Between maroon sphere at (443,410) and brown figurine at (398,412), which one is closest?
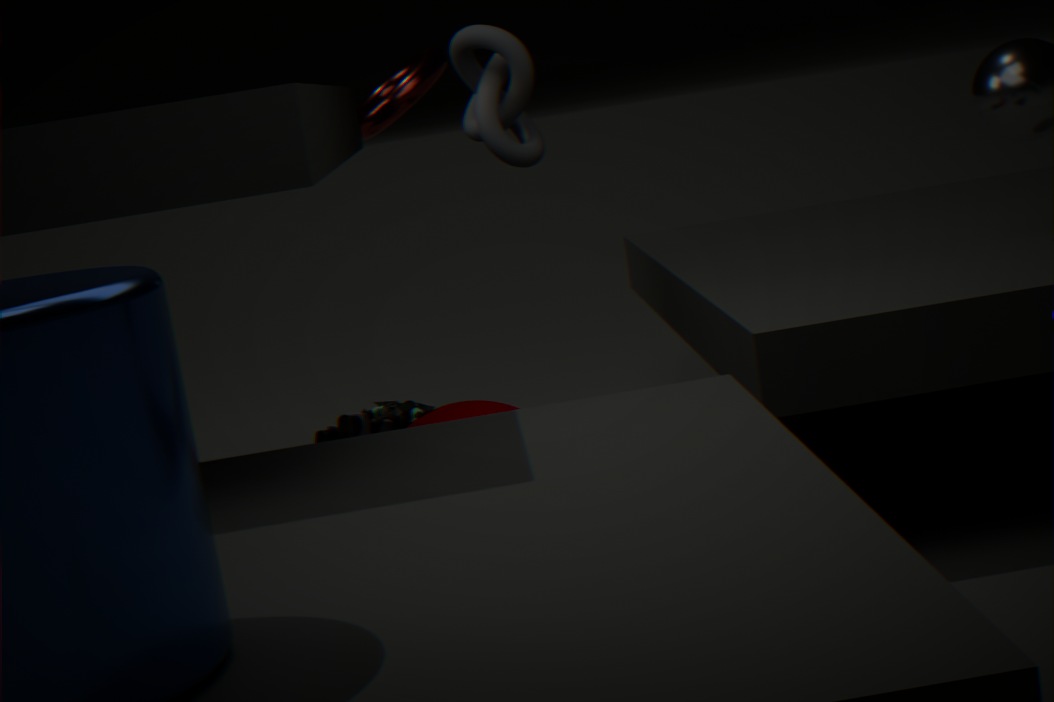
maroon sphere at (443,410)
